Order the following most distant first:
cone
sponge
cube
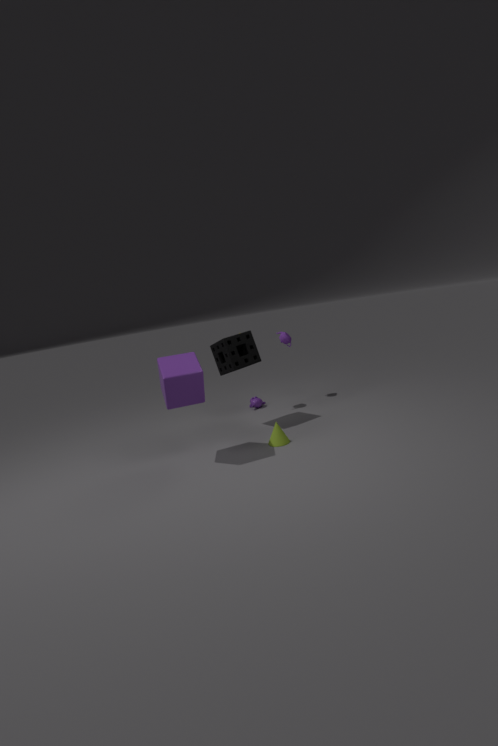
sponge
cone
cube
